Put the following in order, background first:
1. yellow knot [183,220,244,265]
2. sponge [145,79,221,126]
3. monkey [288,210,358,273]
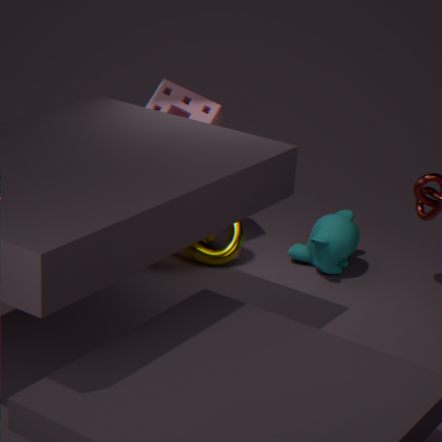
sponge [145,79,221,126] < yellow knot [183,220,244,265] < monkey [288,210,358,273]
